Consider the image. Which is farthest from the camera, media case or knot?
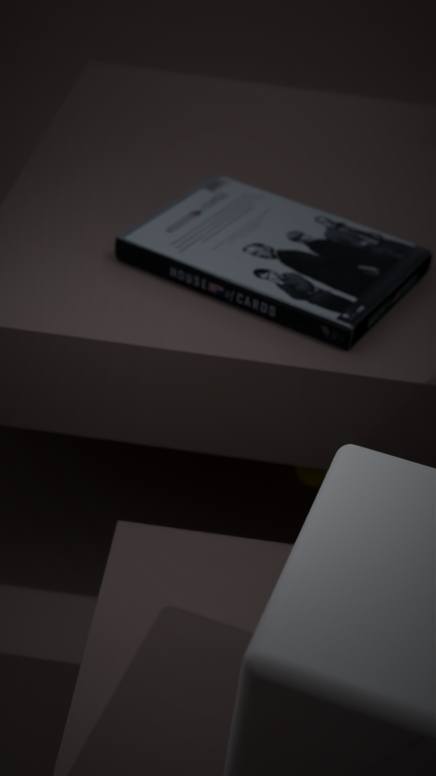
knot
